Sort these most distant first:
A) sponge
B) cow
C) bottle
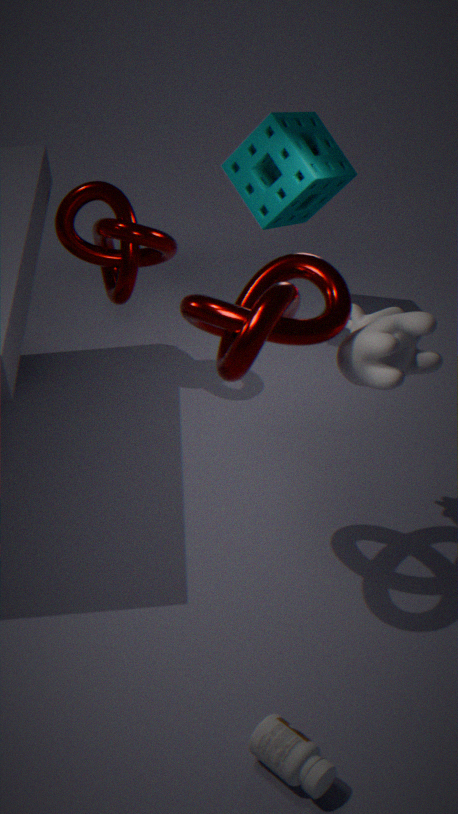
sponge, cow, bottle
